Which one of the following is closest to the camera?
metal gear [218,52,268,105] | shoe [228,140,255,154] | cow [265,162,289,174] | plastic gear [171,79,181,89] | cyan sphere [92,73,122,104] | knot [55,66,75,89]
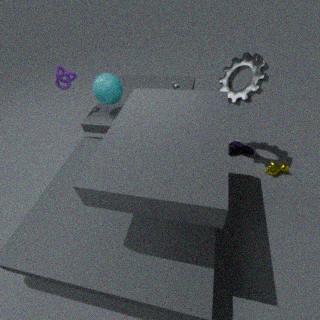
metal gear [218,52,268,105]
